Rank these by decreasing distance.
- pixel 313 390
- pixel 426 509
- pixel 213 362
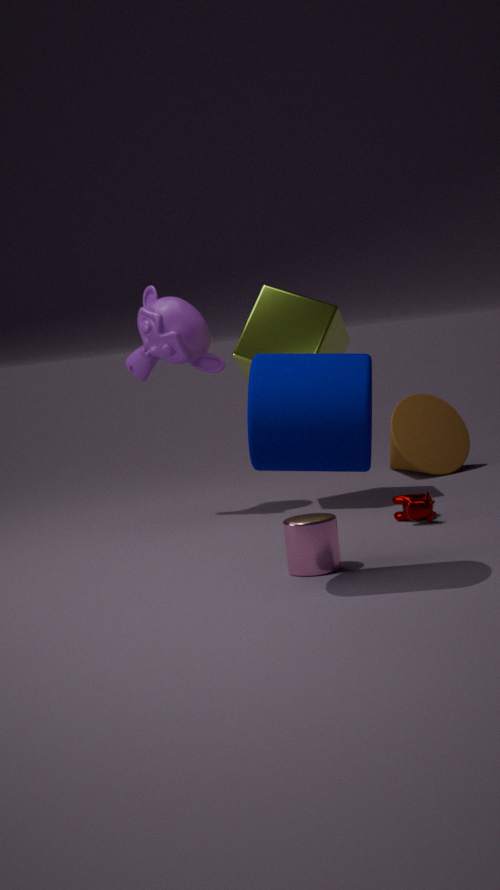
pixel 213 362 < pixel 426 509 < pixel 313 390
